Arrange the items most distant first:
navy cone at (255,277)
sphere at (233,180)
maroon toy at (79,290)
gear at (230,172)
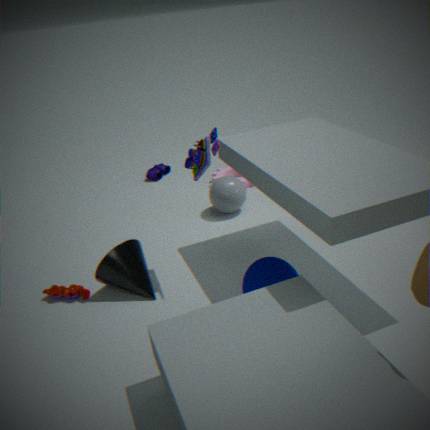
1. gear at (230,172)
2. sphere at (233,180)
3. maroon toy at (79,290)
4. navy cone at (255,277)
